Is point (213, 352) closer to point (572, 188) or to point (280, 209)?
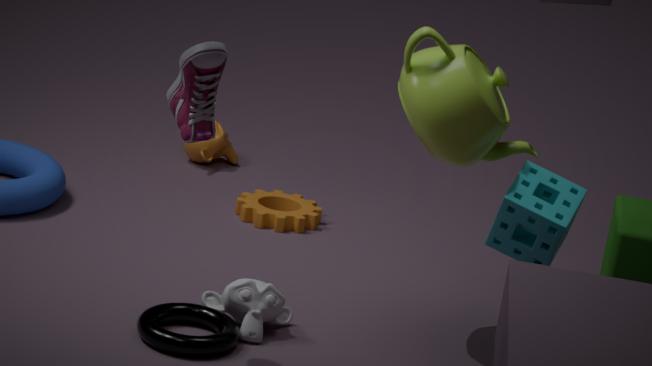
point (572, 188)
